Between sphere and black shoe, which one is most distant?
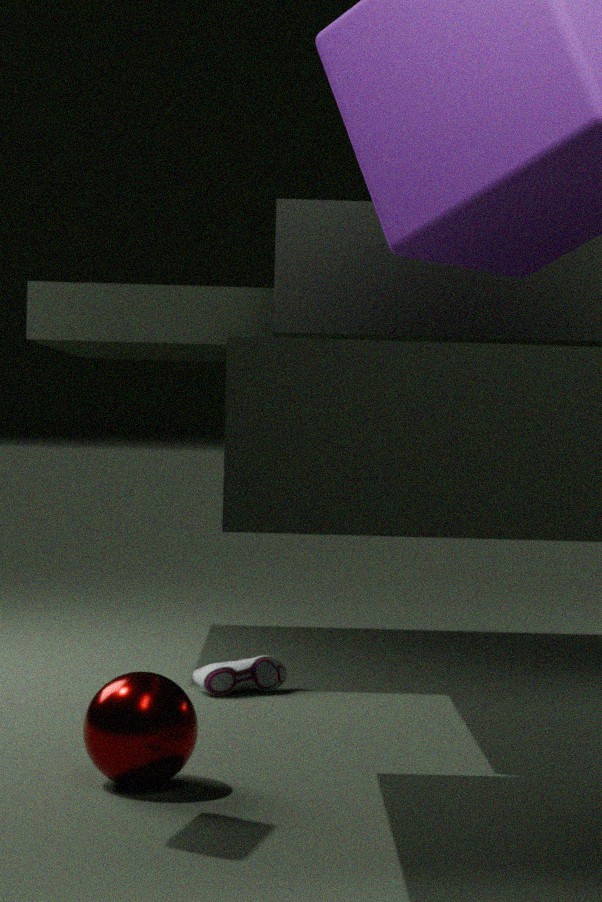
black shoe
